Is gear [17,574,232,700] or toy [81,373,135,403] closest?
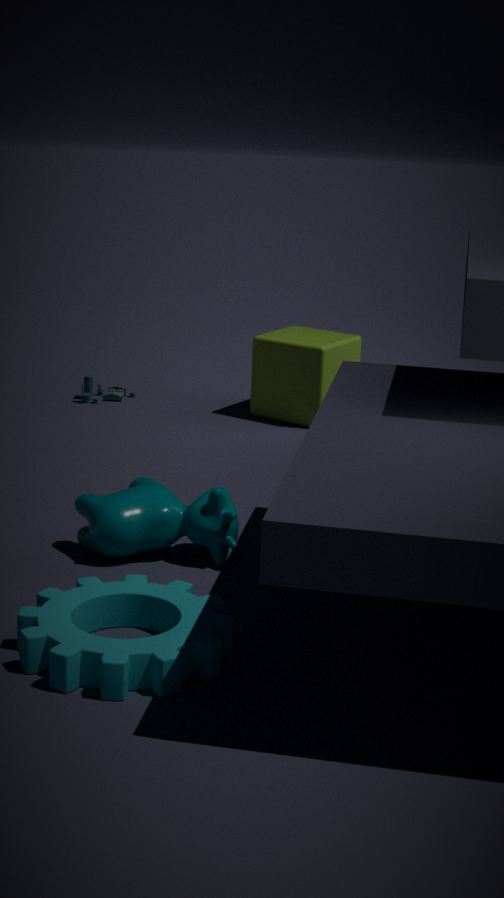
gear [17,574,232,700]
